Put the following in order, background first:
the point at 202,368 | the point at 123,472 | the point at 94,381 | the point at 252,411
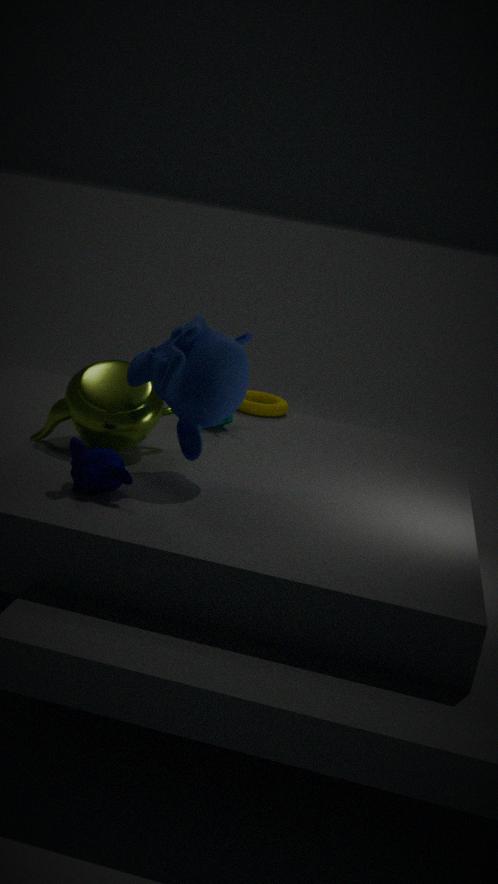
1. the point at 252,411
2. the point at 94,381
3. the point at 202,368
4. the point at 123,472
